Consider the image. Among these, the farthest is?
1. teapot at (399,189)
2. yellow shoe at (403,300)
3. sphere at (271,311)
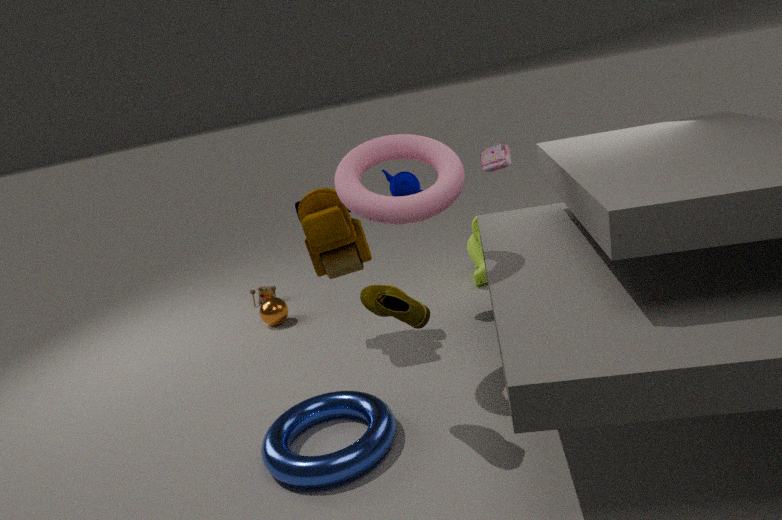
sphere at (271,311)
